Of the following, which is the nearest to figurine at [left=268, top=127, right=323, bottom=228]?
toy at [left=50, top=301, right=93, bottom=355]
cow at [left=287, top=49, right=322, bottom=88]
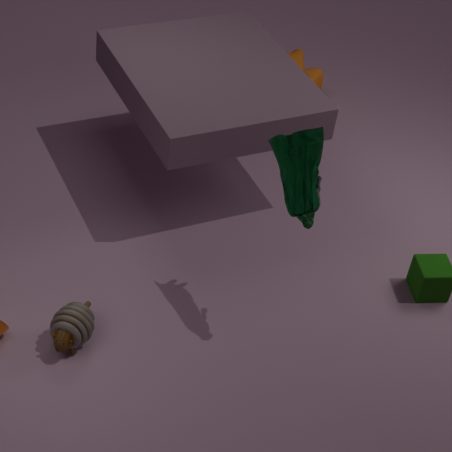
toy at [left=50, top=301, right=93, bottom=355]
